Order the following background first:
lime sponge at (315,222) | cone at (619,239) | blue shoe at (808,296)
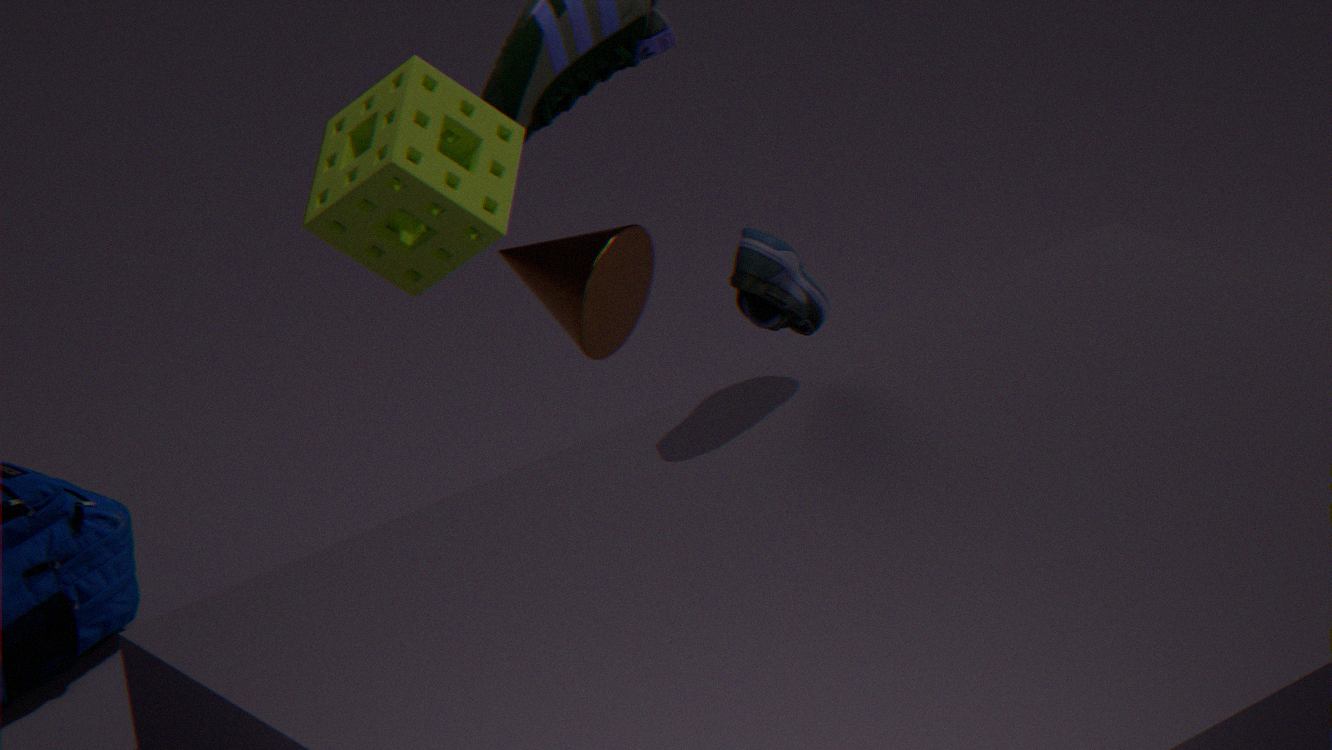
cone at (619,239)
lime sponge at (315,222)
blue shoe at (808,296)
